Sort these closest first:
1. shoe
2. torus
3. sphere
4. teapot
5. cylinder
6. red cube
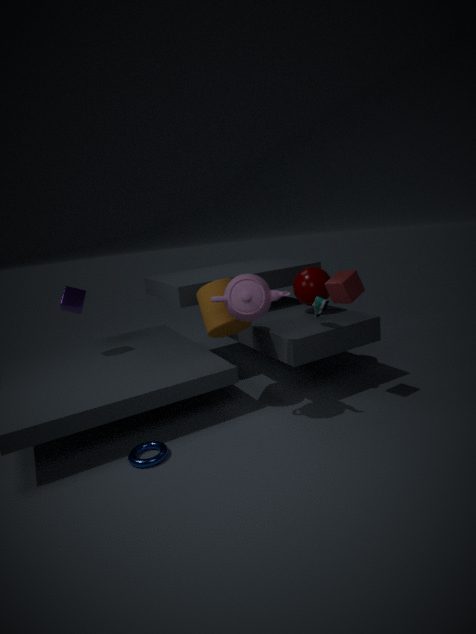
torus
teapot
red cube
cylinder
shoe
sphere
